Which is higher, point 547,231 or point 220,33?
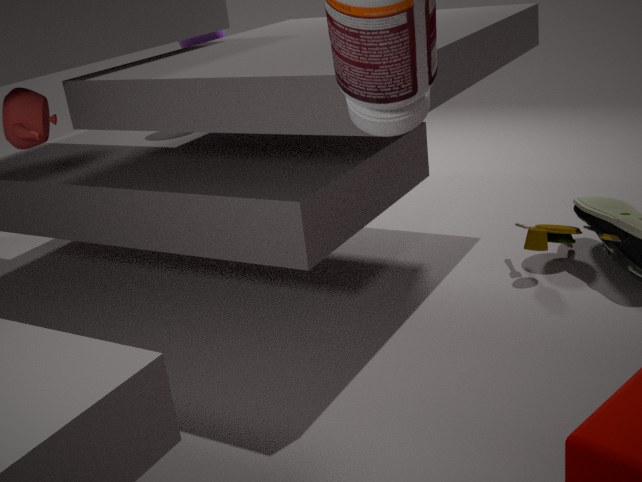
point 220,33
